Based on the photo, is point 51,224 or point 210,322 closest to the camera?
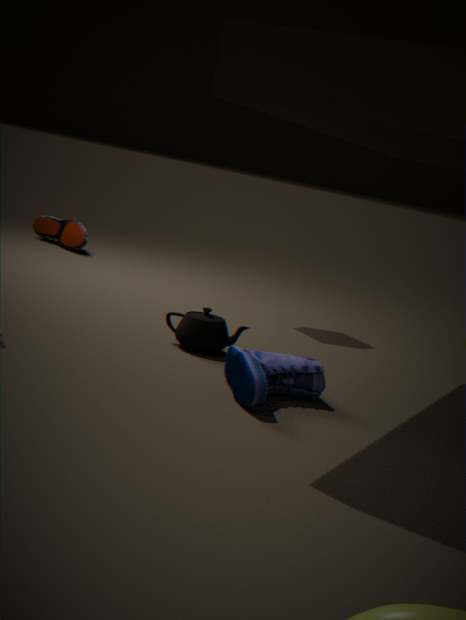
point 210,322
